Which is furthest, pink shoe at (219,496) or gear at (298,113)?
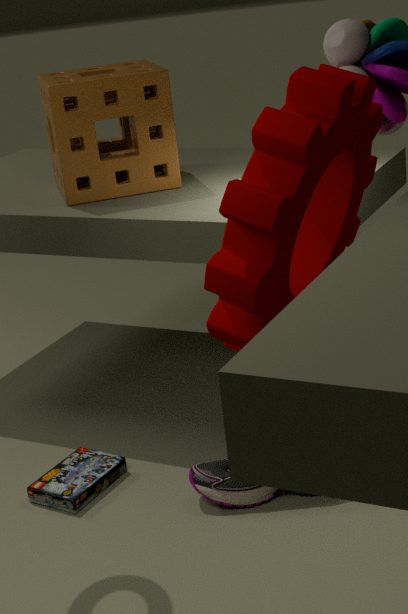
pink shoe at (219,496)
